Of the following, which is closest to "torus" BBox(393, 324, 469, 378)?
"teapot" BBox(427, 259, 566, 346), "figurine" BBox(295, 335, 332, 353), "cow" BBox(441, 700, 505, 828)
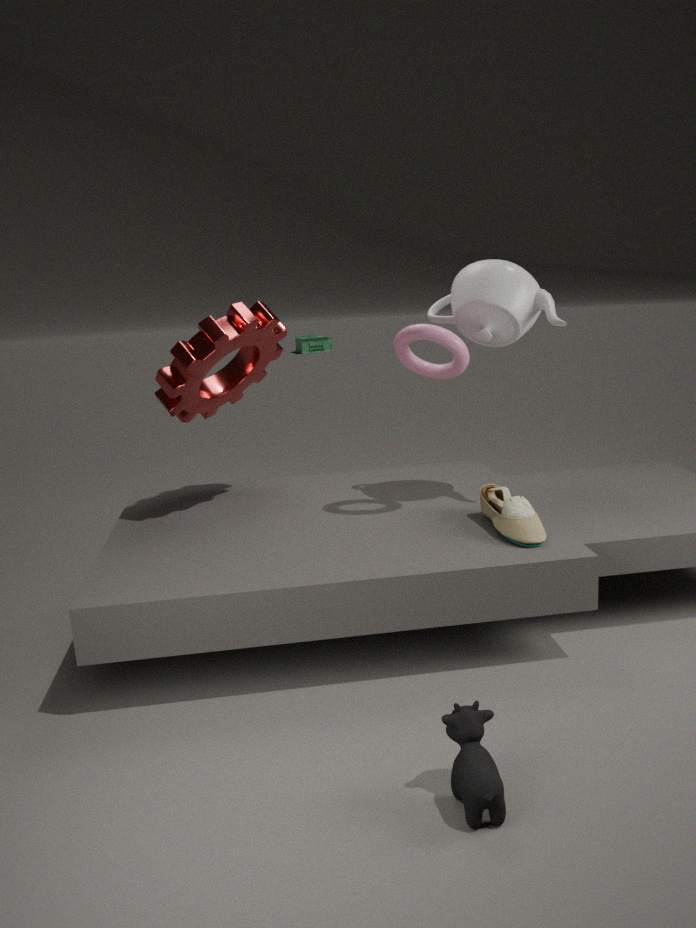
"teapot" BBox(427, 259, 566, 346)
